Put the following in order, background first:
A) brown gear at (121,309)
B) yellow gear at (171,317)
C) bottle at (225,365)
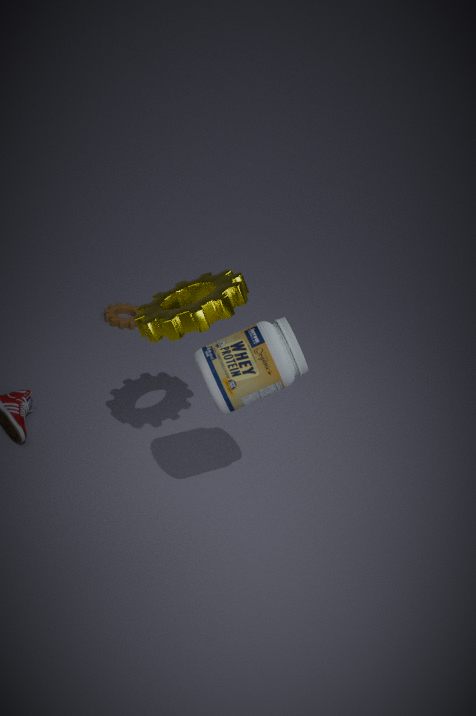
1. brown gear at (121,309)
2. yellow gear at (171,317)
3. bottle at (225,365)
